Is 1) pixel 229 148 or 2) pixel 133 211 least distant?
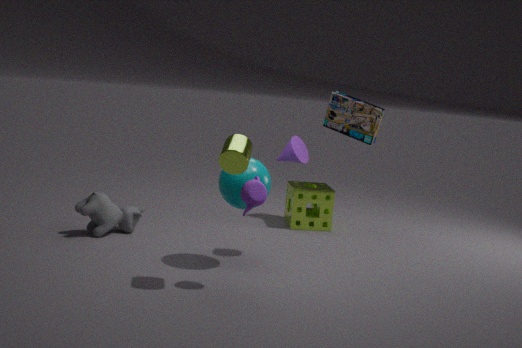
1. pixel 229 148
